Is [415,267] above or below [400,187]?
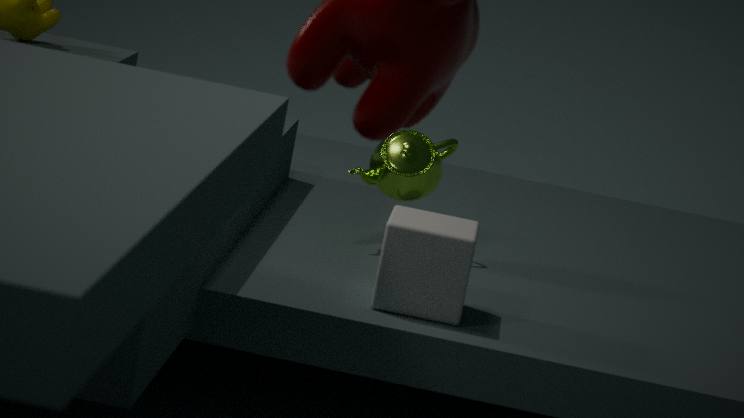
below
